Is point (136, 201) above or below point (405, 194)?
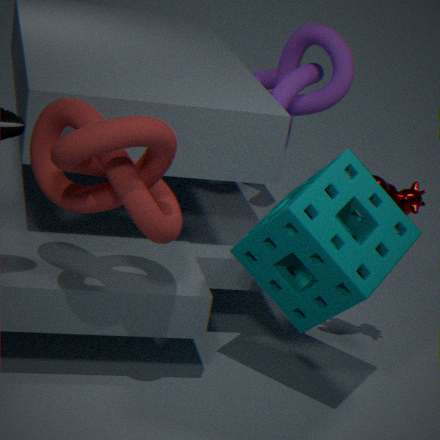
above
